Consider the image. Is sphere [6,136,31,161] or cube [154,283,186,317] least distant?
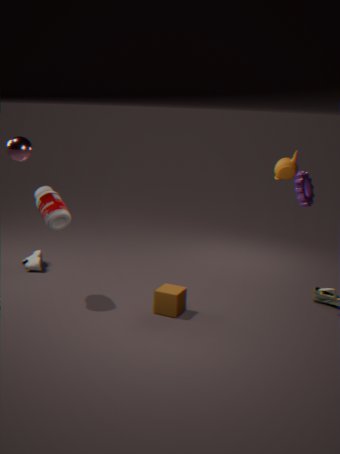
sphere [6,136,31,161]
